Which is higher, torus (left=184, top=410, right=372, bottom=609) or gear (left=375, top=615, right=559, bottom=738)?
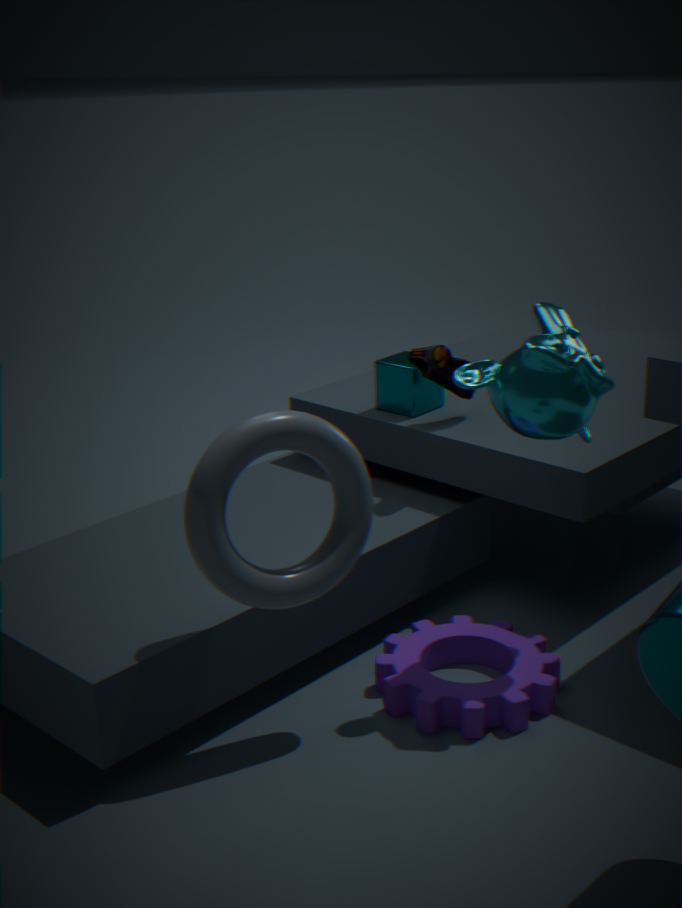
torus (left=184, top=410, right=372, bottom=609)
